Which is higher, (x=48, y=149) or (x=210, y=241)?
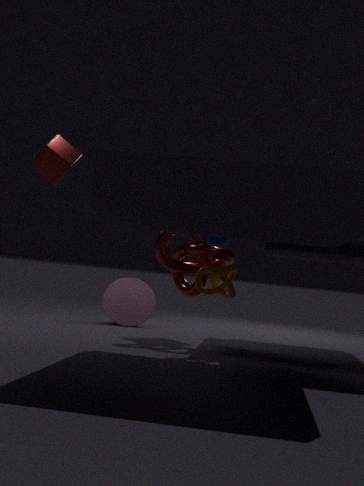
(x=48, y=149)
